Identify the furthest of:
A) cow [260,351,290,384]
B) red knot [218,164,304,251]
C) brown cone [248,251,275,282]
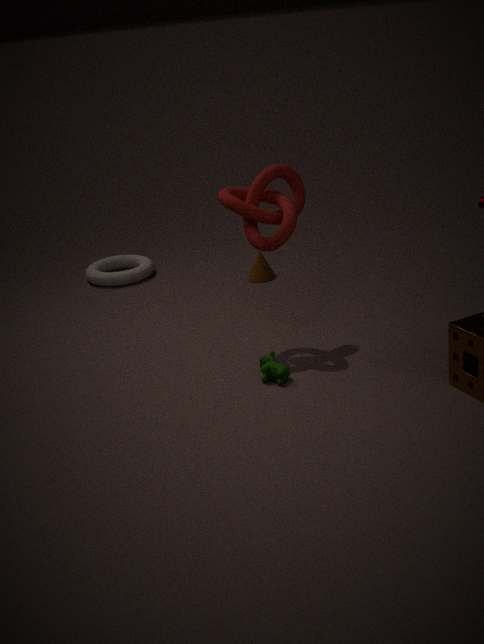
brown cone [248,251,275,282]
